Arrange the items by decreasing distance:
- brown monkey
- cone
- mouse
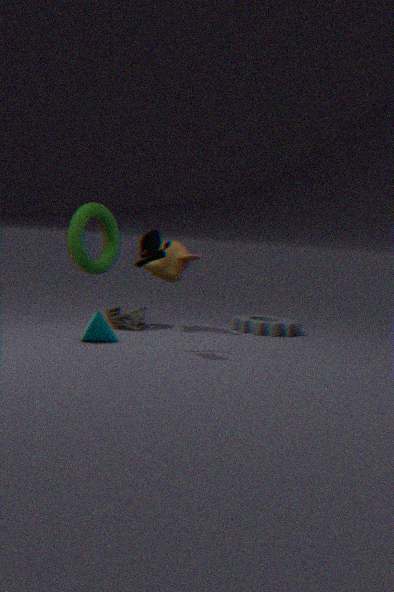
brown monkey
cone
mouse
